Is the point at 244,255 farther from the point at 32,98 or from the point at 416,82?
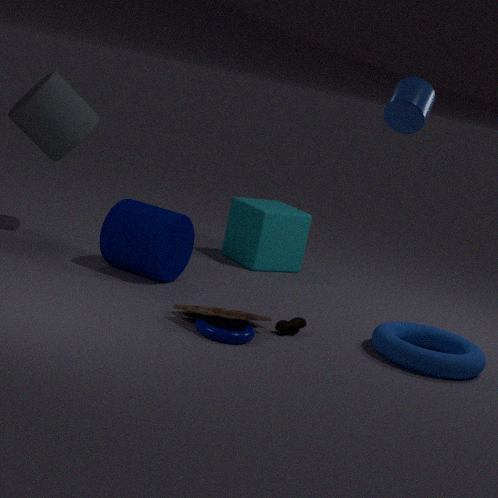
the point at 416,82
